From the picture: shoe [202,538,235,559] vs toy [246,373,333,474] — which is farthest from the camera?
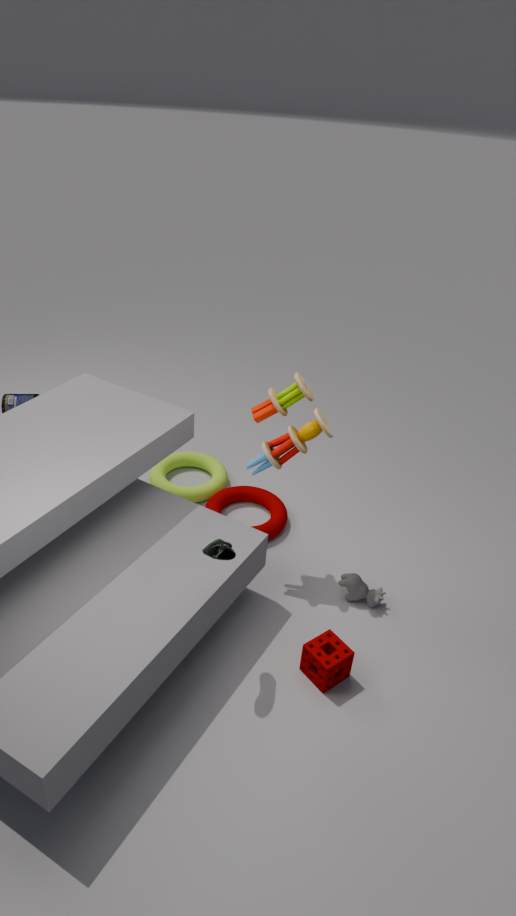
toy [246,373,333,474]
